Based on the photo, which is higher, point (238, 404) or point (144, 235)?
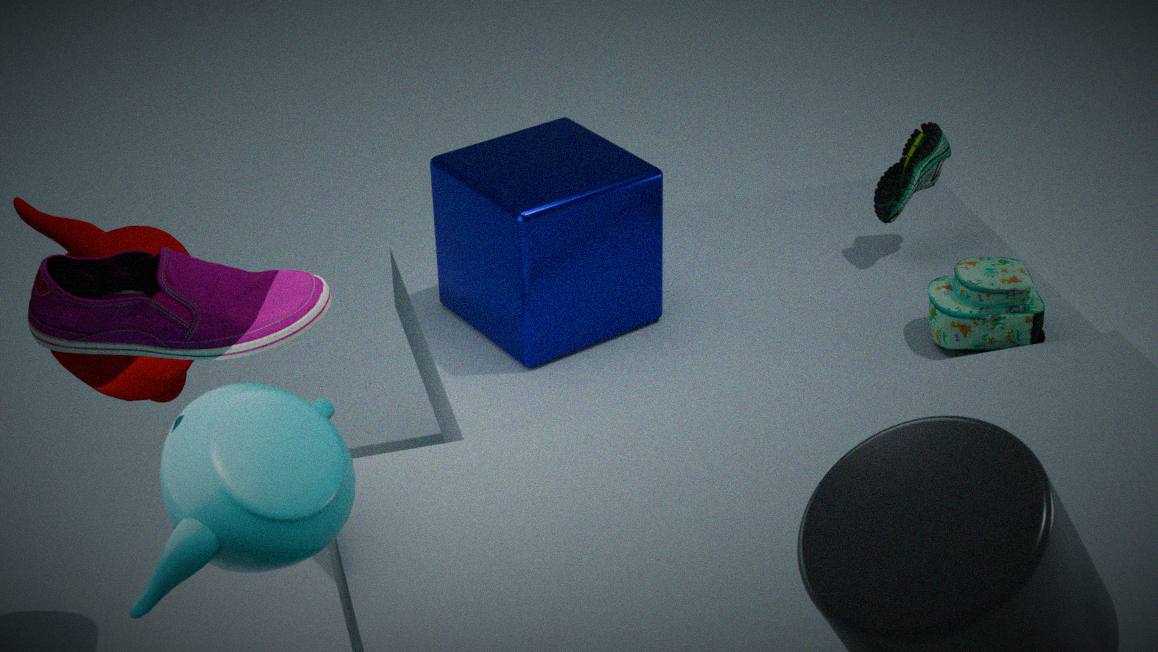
point (144, 235)
